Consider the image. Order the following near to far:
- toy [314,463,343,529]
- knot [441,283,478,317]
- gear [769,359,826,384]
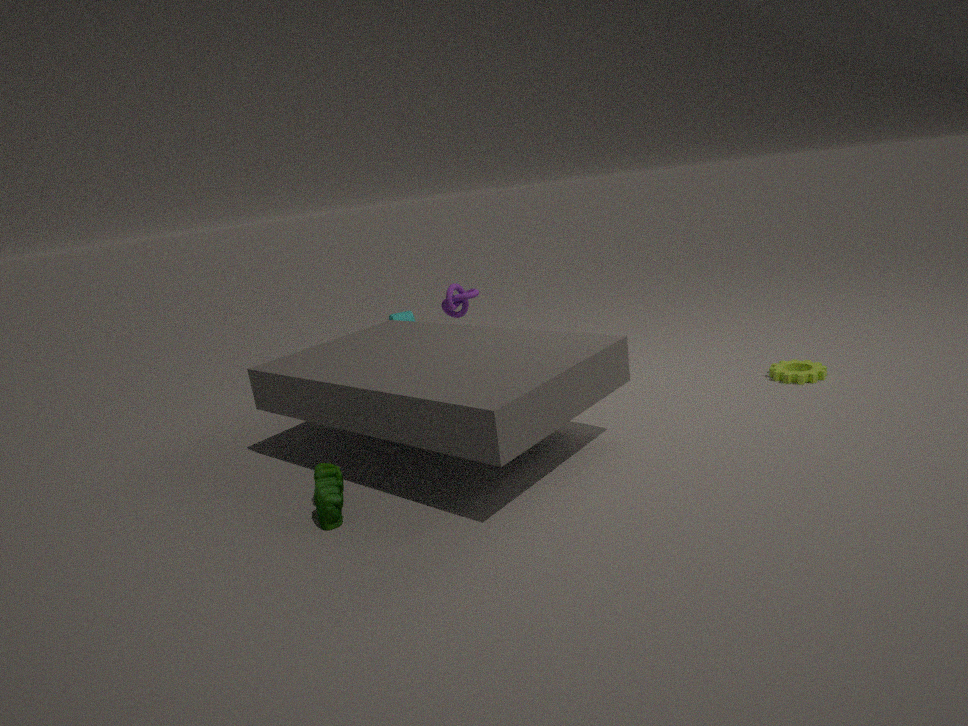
1. toy [314,463,343,529]
2. gear [769,359,826,384]
3. knot [441,283,478,317]
